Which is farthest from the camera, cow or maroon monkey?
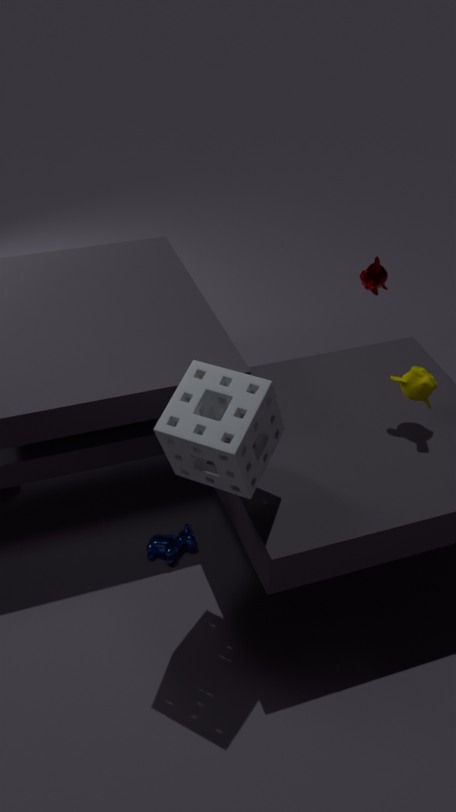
maroon monkey
